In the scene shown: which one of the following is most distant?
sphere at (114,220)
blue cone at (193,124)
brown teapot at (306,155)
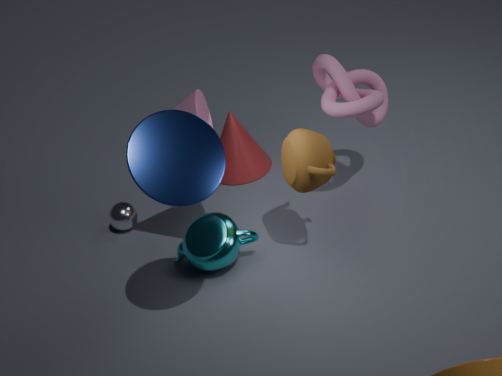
sphere at (114,220)
